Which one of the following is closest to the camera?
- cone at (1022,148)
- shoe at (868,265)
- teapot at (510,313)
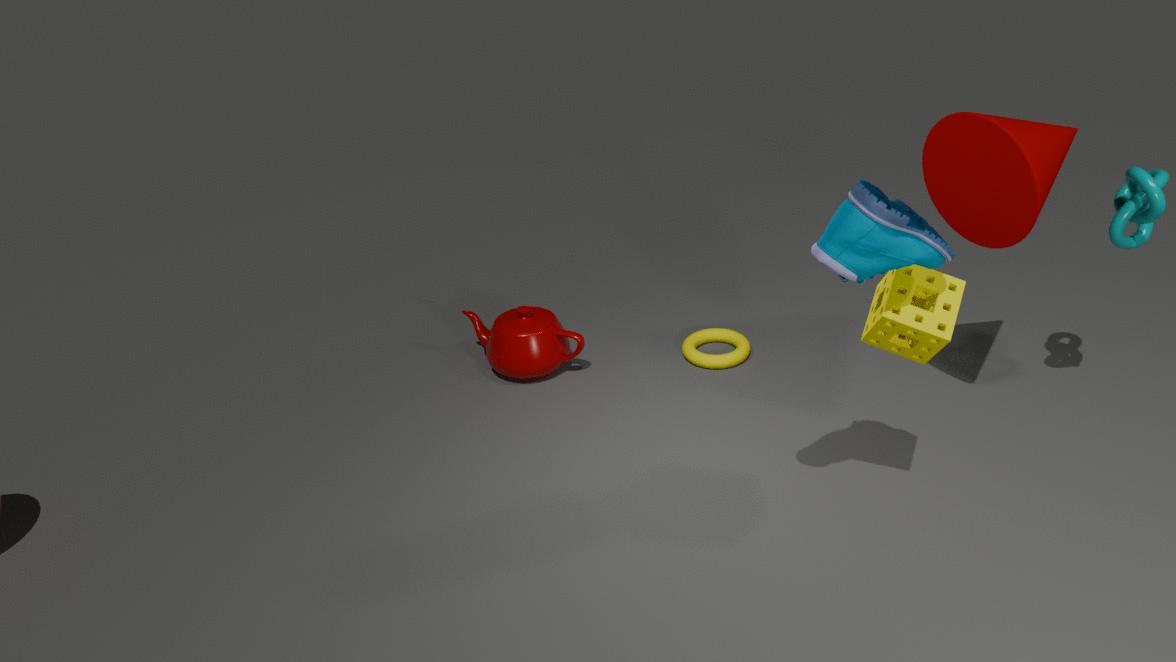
shoe at (868,265)
